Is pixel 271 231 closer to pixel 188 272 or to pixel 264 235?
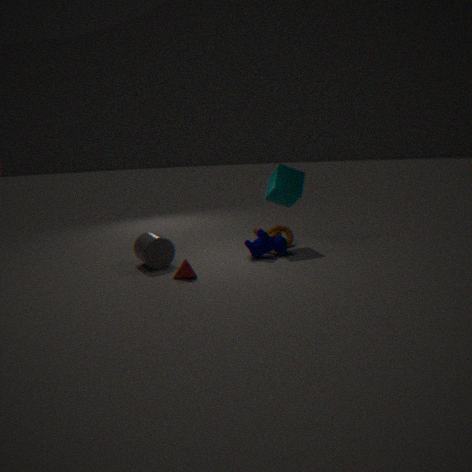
pixel 264 235
